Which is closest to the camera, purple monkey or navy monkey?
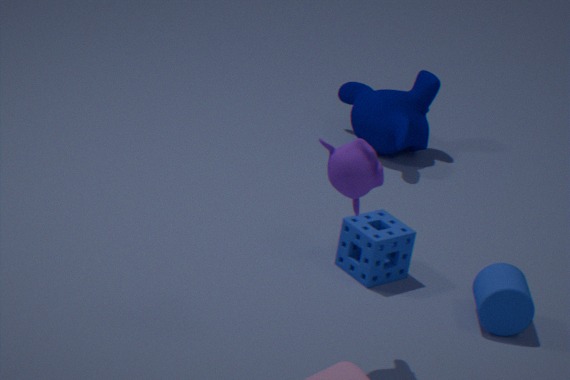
purple monkey
